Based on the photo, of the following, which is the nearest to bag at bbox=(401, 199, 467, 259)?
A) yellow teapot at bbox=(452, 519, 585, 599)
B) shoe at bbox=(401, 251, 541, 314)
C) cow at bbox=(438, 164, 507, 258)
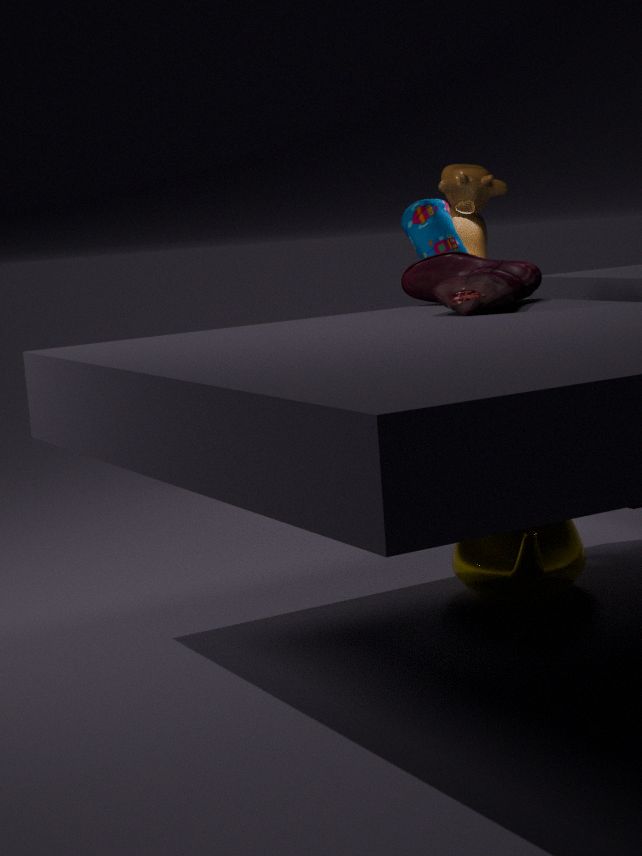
cow at bbox=(438, 164, 507, 258)
